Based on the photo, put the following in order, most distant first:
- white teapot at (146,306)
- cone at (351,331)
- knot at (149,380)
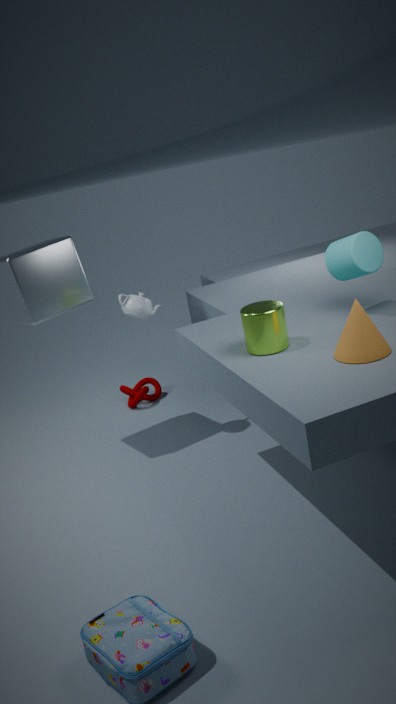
knot at (149,380) → white teapot at (146,306) → cone at (351,331)
